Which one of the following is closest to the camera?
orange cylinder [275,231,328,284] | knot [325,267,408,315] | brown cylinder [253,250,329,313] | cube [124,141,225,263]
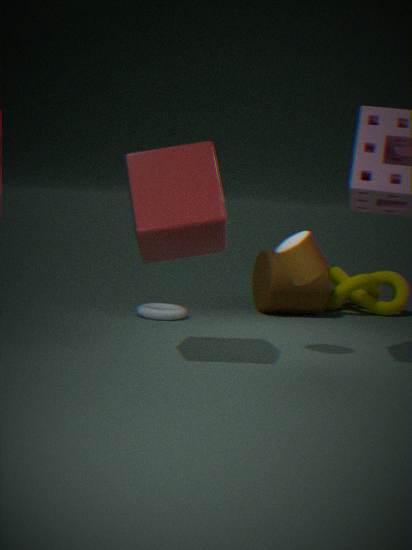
cube [124,141,225,263]
